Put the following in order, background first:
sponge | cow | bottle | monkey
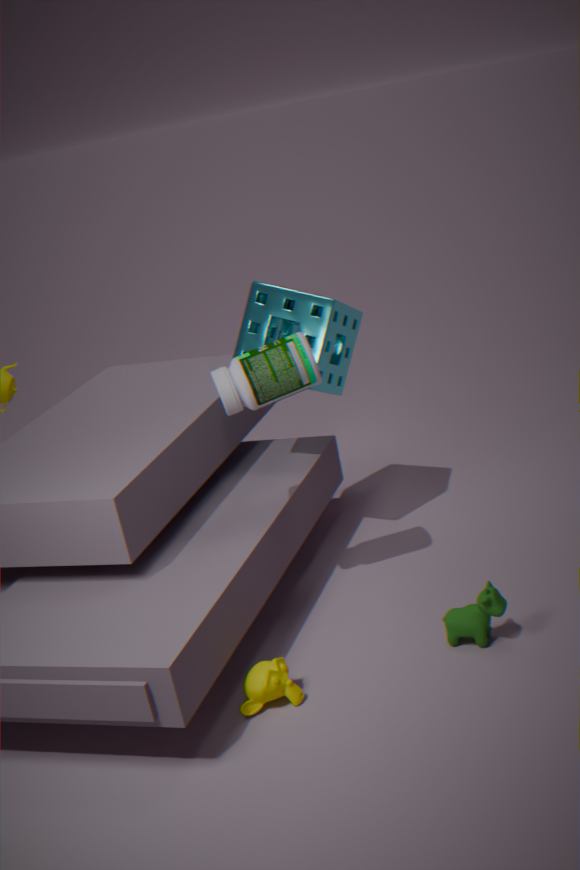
sponge, bottle, cow, monkey
